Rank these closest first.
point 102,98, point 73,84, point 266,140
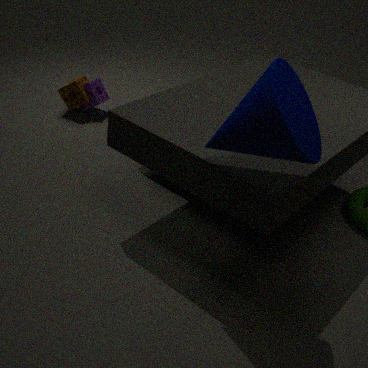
point 266,140 < point 73,84 < point 102,98
